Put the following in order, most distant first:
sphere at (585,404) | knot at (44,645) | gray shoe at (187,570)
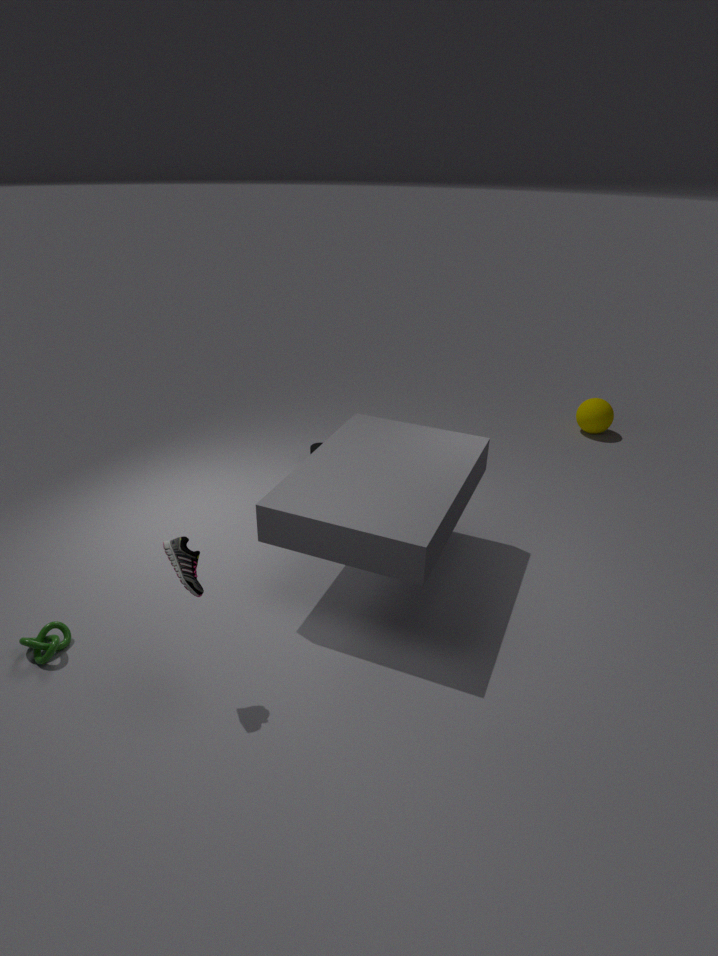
1. sphere at (585,404)
2. knot at (44,645)
3. gray shoe at (187,570)
